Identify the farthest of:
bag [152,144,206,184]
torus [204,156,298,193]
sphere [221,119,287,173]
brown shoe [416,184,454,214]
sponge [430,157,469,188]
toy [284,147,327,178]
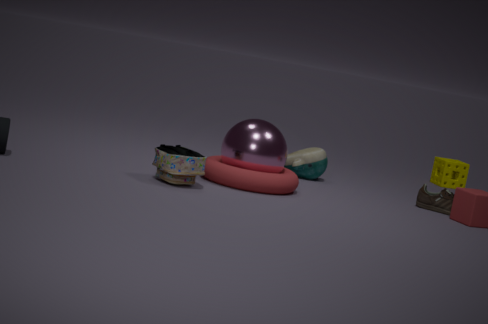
sponge [430,157,469,188]
